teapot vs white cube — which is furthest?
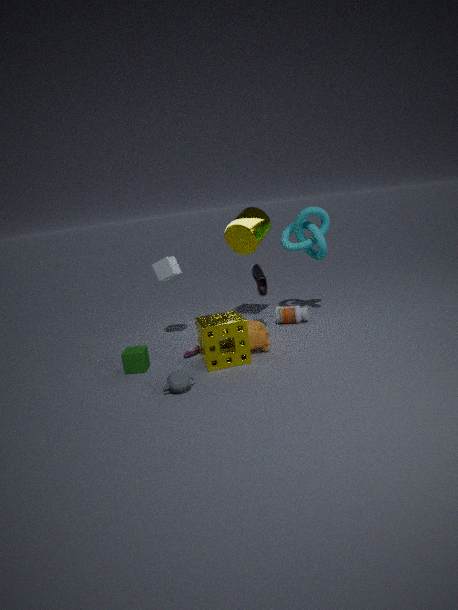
white cube
